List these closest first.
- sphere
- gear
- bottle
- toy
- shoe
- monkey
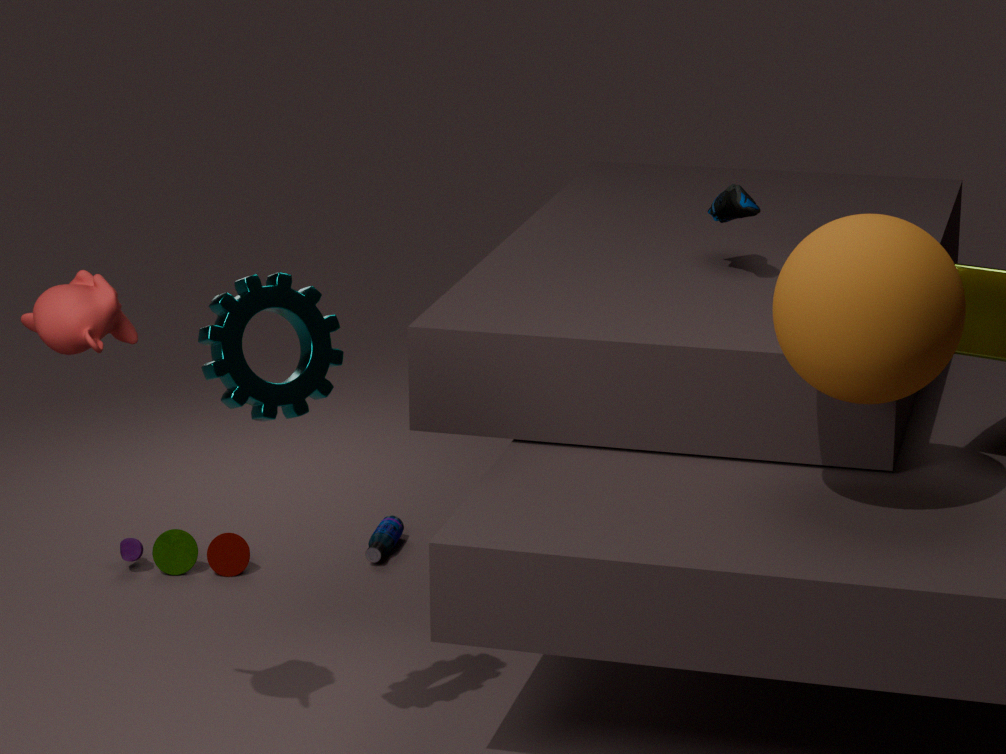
1. monkey
2. sphere
3. gear
4. shoe
5. toy
6. bottle
